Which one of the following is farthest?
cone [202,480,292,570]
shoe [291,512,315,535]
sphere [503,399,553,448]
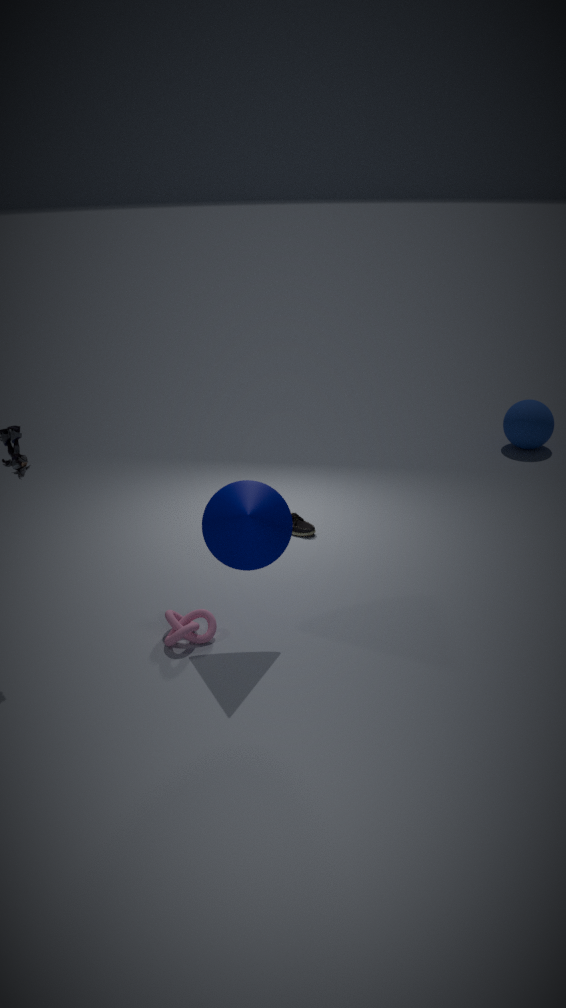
sphere [503,399,553,448]
